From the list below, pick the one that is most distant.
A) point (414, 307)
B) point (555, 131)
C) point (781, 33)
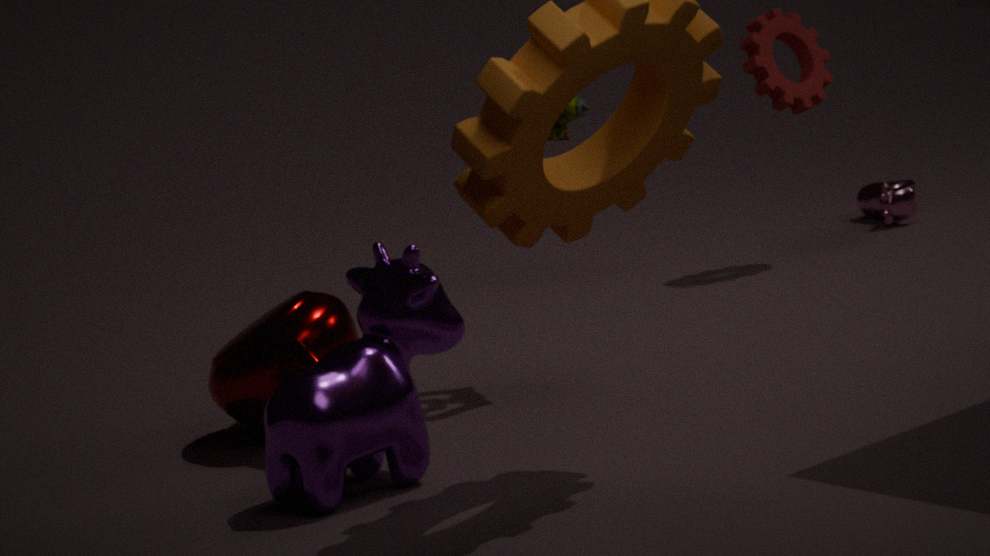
point (781, 33)
